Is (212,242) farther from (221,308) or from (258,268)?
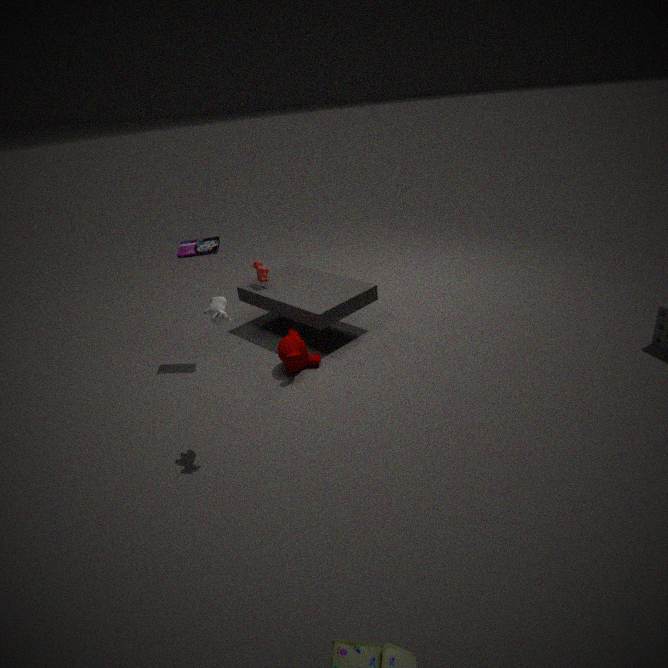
(221,308)
